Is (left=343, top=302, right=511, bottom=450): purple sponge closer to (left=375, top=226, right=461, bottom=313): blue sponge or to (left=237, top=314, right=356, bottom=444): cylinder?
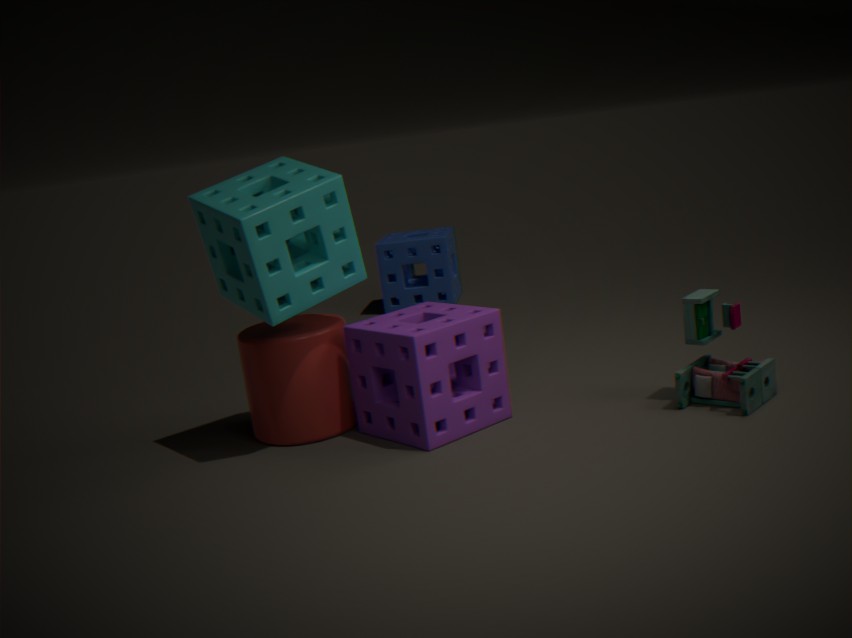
(left=237, top=314, right=356, bottom=444): cylinder
